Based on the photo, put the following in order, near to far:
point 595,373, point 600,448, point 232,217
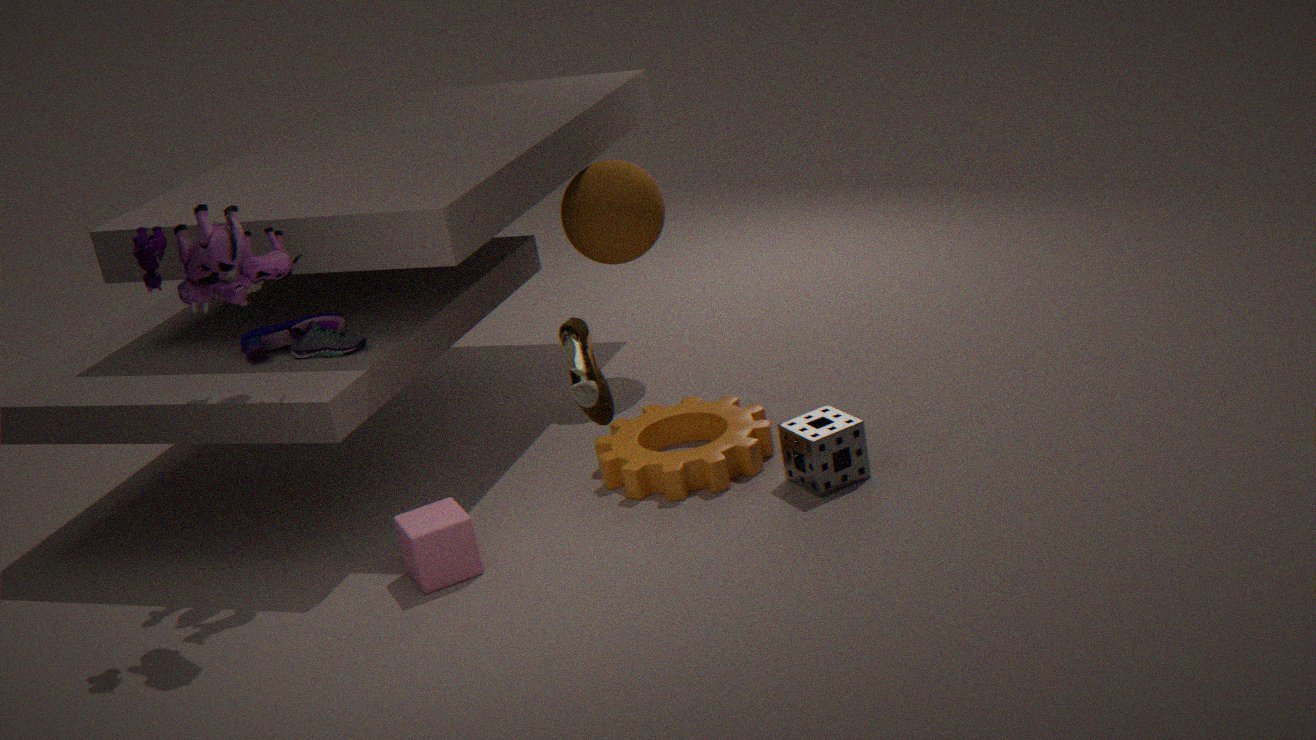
point 595,373
point 232,217
point 600,448
